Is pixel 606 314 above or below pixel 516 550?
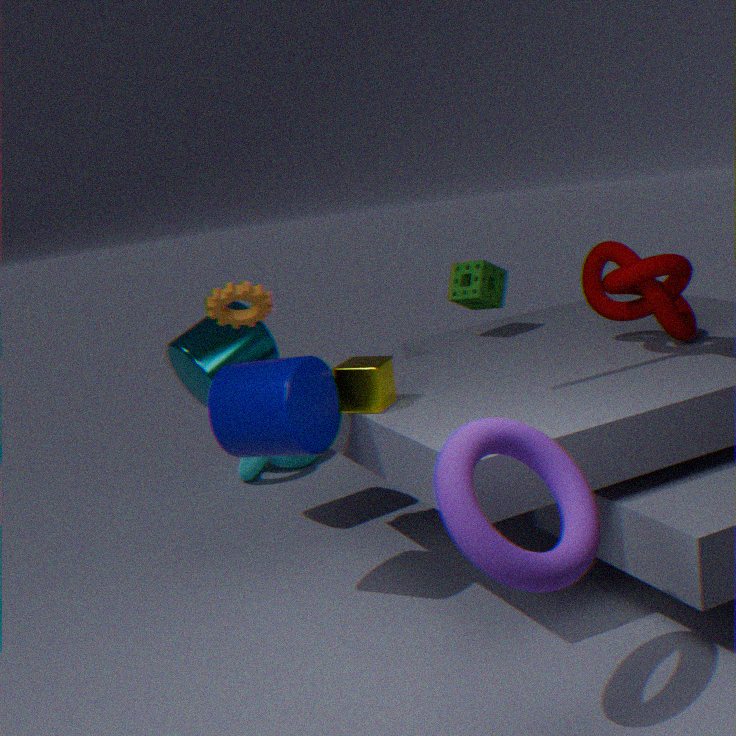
above
